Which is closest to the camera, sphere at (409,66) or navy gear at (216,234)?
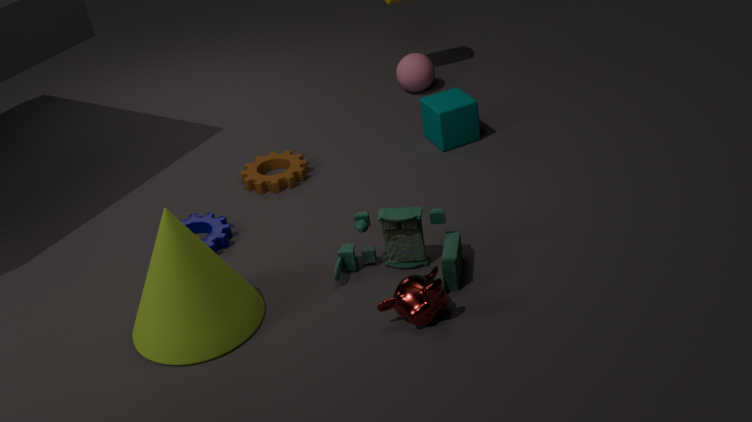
navy gear at (216,234)
